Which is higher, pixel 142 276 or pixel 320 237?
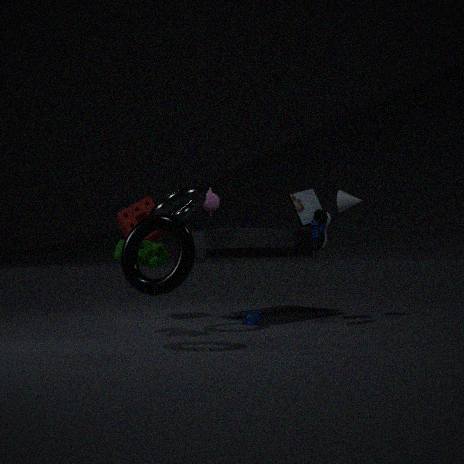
pixel 320 237
